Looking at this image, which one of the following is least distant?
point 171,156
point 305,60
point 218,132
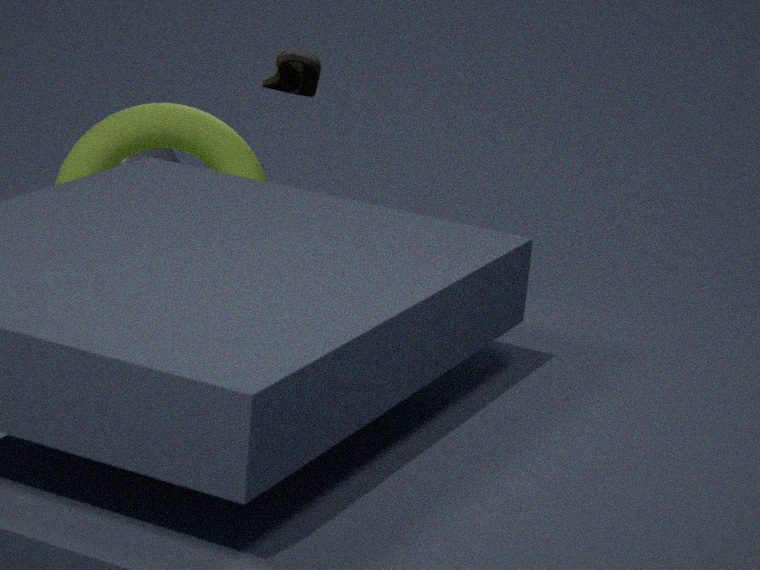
point 305,60
